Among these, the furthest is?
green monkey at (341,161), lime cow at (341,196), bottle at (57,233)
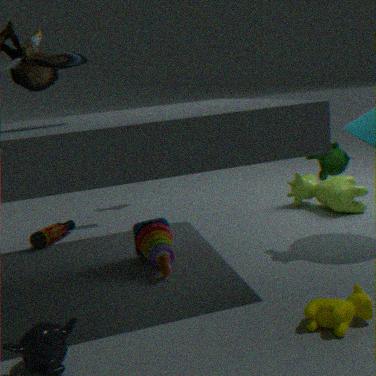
lime cow at (341,196)
